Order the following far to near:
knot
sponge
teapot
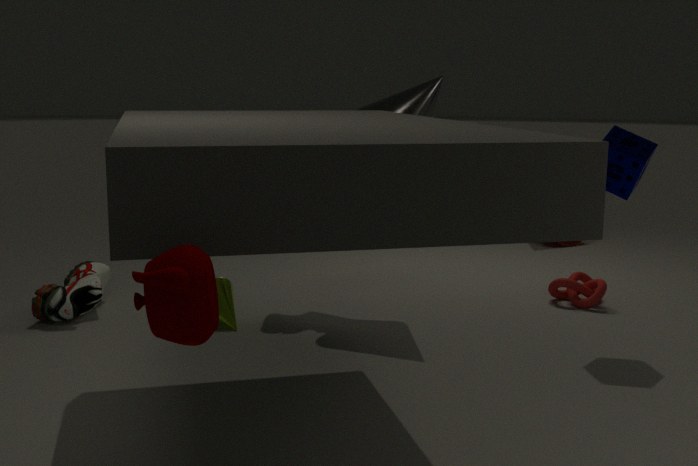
knot < sponge < teapot
